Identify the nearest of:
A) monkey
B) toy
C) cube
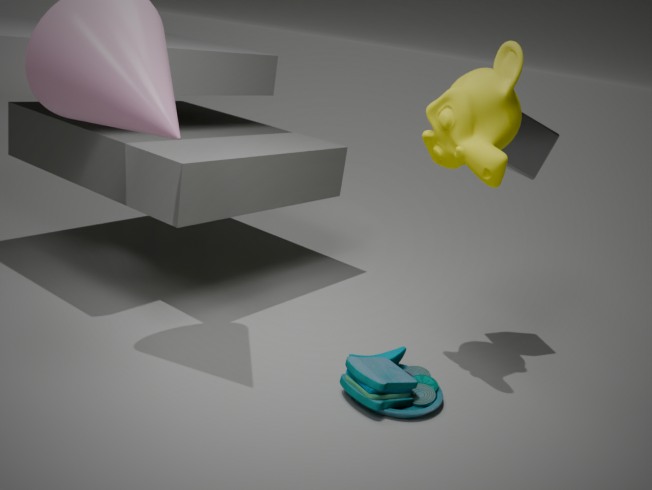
monkey
